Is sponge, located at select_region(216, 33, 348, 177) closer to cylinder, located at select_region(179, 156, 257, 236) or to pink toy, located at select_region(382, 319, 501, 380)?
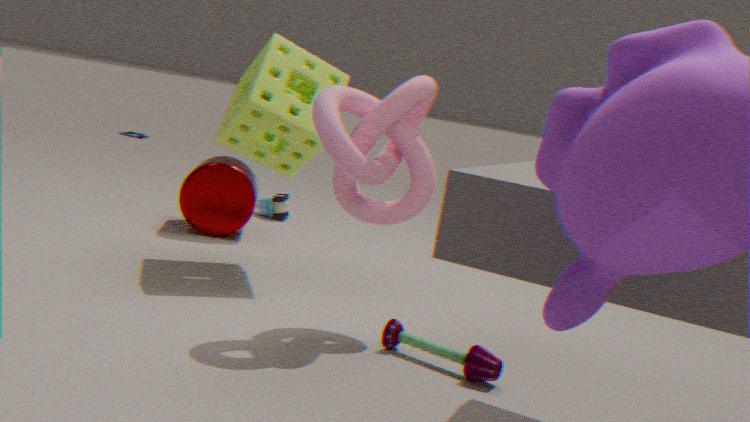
→ cylinder, located at select_region(179, 156, 257, 236)
